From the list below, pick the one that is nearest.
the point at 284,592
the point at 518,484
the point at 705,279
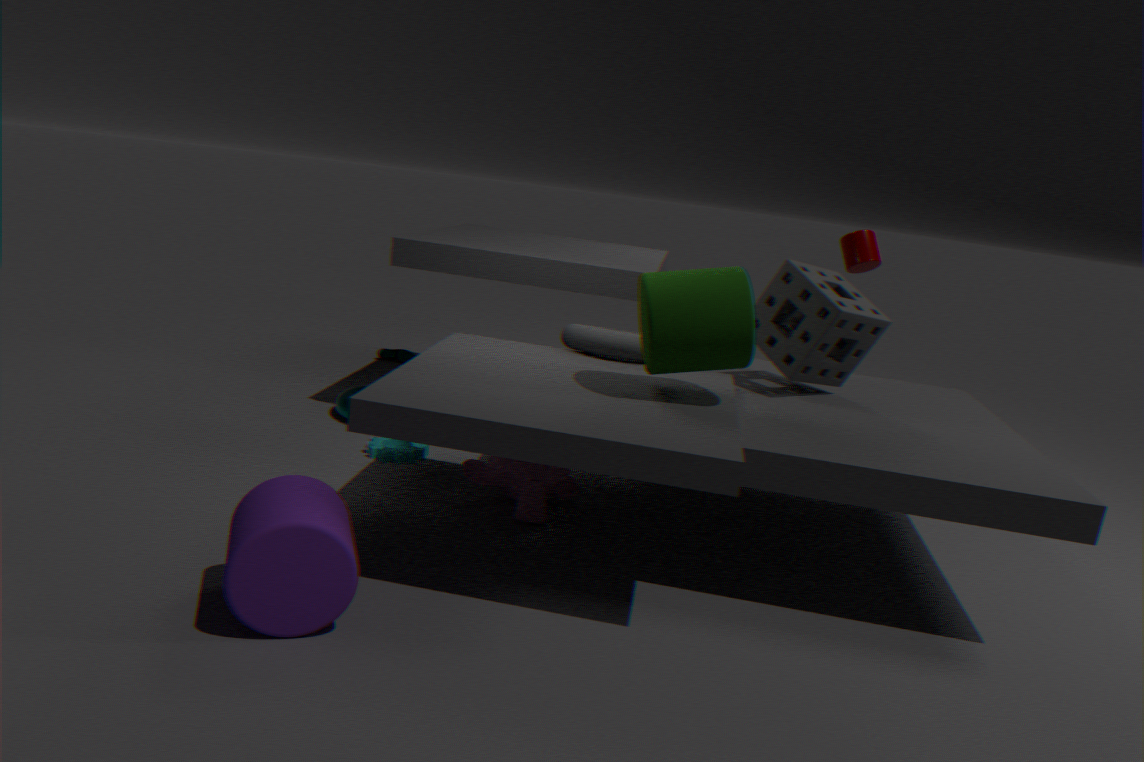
the point at 284,592
